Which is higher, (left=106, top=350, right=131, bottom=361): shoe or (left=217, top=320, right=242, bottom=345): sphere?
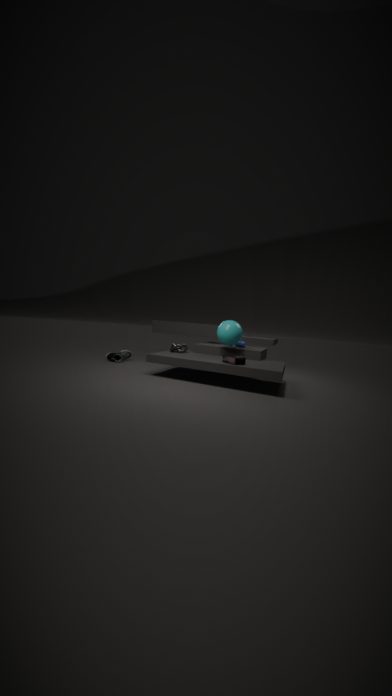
(left=217, top=320, right=242, bottom=345): sphere
